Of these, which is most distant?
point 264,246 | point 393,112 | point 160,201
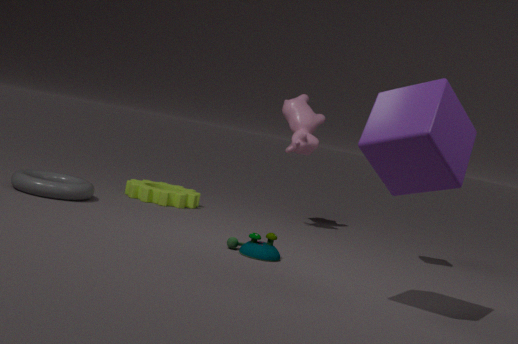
point 160,201
